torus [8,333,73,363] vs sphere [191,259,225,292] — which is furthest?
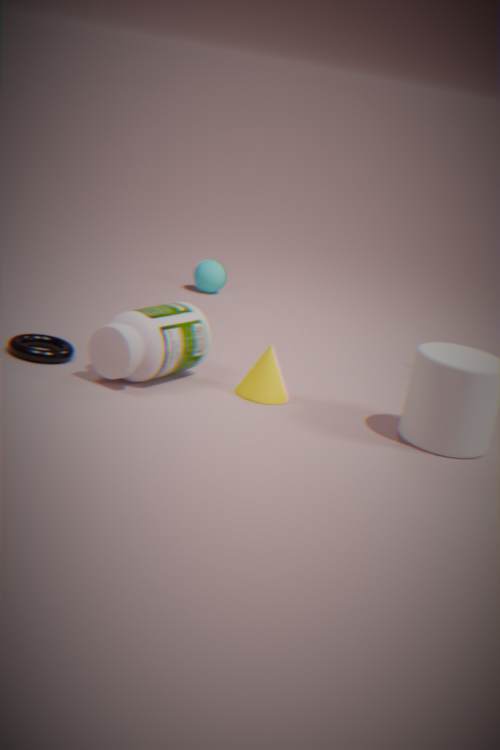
sphere [191,259,225,292]
